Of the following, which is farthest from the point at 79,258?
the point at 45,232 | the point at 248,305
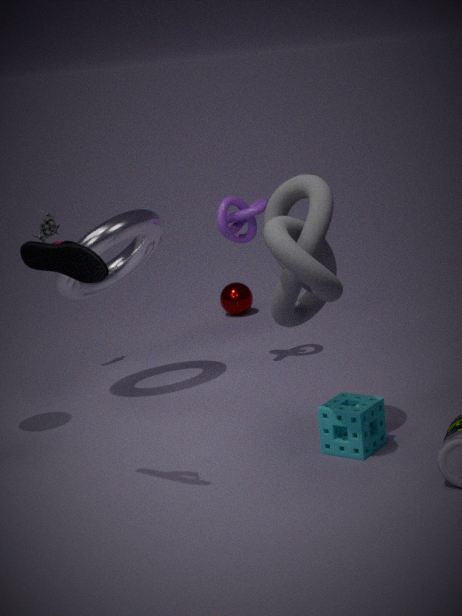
the point at 248,305
